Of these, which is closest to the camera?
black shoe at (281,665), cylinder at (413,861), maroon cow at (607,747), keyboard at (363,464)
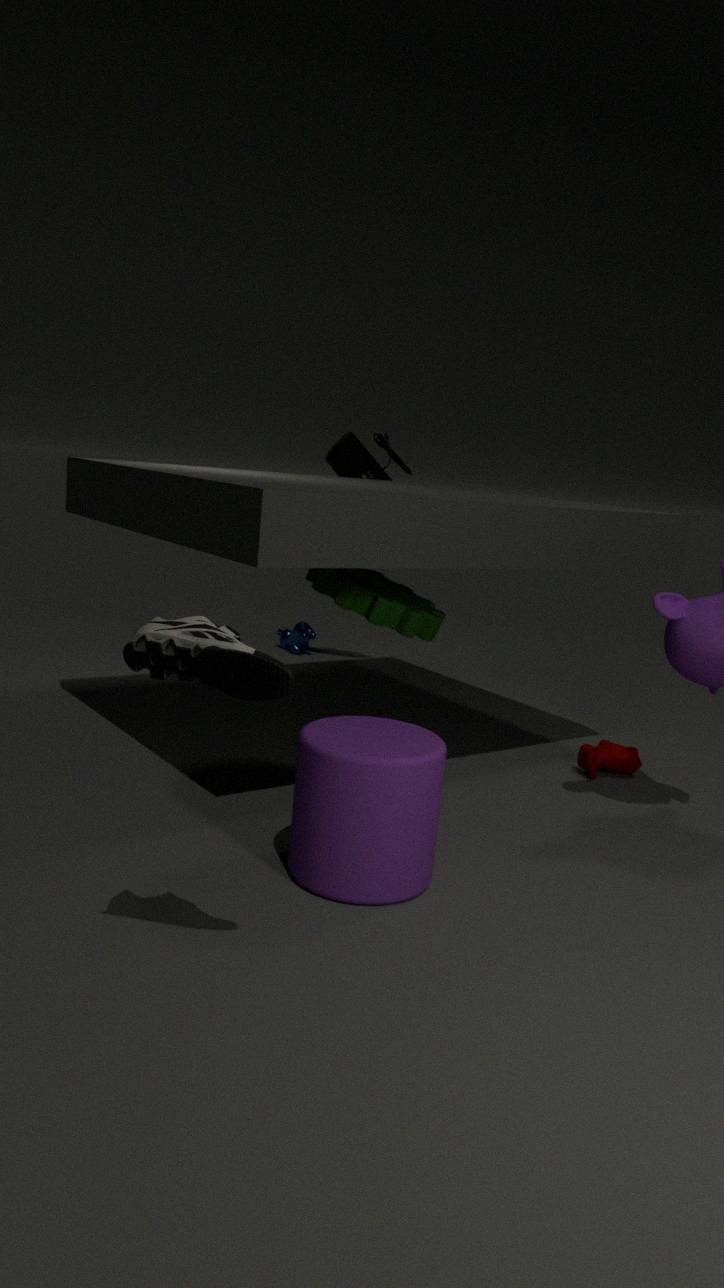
black shoe at (281,665)
